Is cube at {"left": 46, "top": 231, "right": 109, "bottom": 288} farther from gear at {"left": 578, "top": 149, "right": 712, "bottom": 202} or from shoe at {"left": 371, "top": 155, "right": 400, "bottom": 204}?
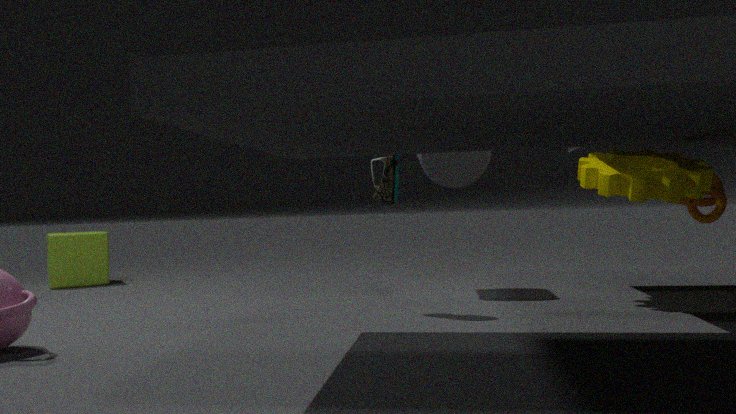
gear at {"left": 578, "top": 149, "right": 712, "bottom": 202}
